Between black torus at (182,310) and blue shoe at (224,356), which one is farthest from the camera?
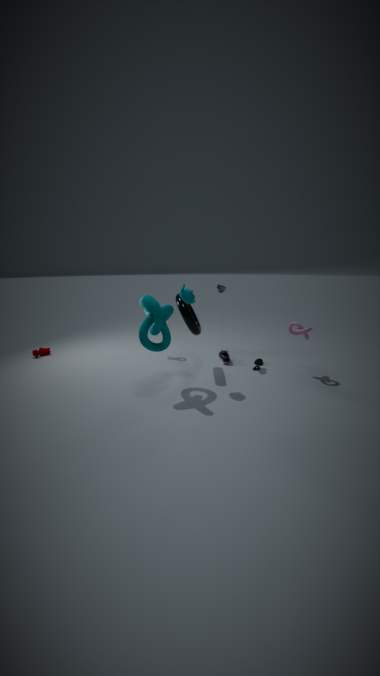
blue shoe at (224,356)
